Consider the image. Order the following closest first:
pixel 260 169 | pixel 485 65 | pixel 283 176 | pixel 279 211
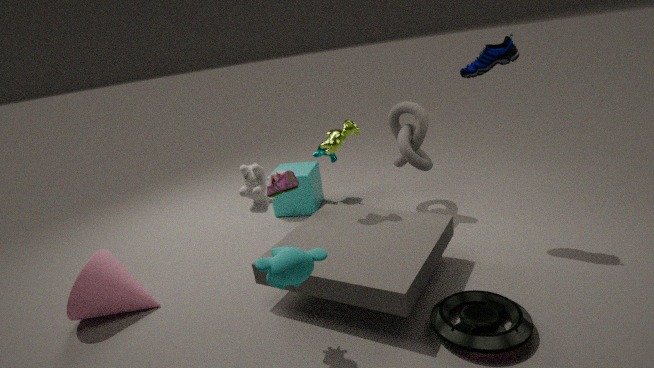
pixel 260 169 < pixel 485 65 < pixel 283 176 < pixel 279 211
